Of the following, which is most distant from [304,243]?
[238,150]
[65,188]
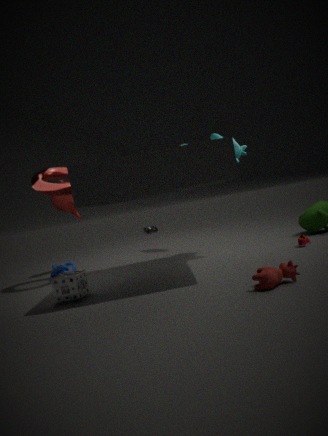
[65,188]
